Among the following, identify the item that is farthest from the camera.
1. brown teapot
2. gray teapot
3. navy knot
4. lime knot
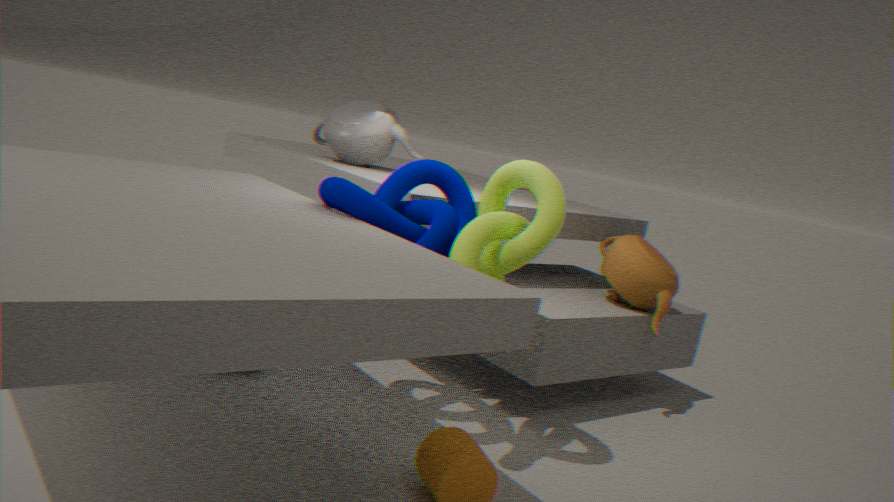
gray teapot
